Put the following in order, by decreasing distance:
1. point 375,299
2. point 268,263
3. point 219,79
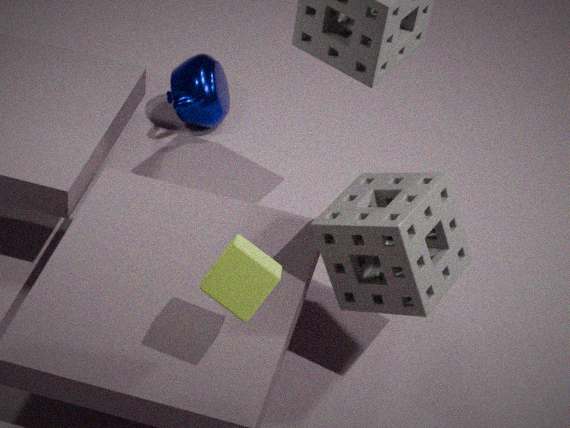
point 219,79
point 375,299
point 268,263
